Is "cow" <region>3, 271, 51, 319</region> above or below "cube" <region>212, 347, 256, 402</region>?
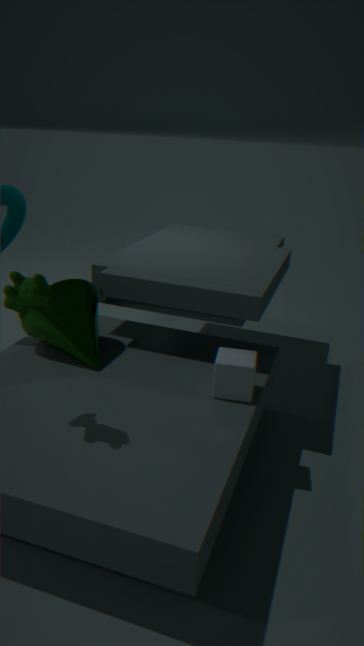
above
